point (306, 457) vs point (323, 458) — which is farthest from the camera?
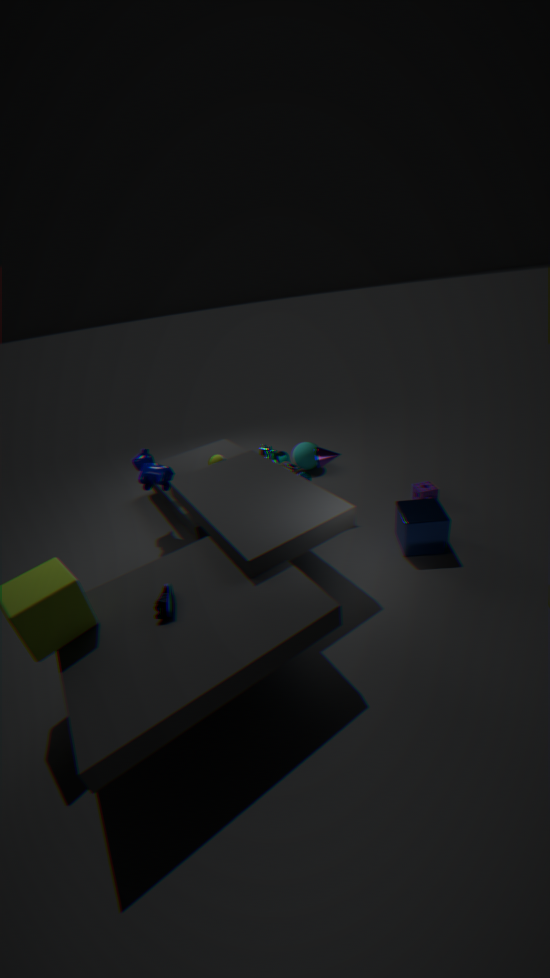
point (306, 457)
